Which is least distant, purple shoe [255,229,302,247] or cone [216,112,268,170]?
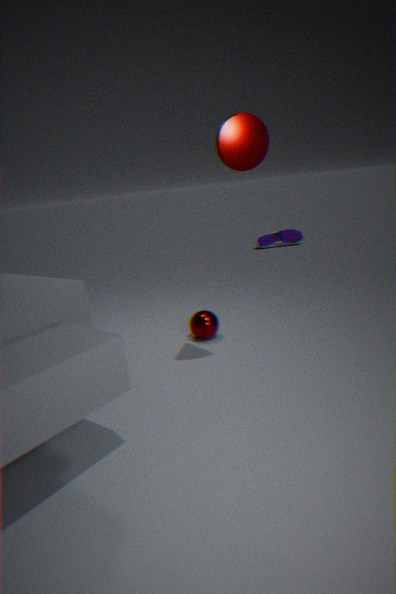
cone [216,112,268,170]
